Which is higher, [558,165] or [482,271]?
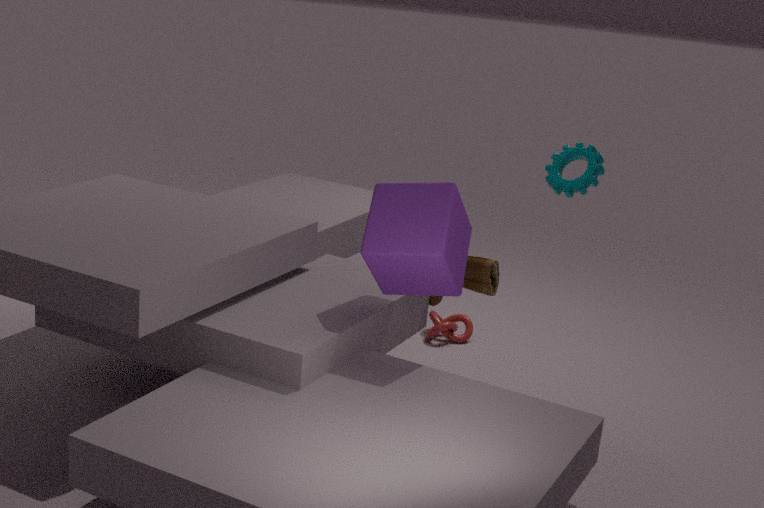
[558,165]
